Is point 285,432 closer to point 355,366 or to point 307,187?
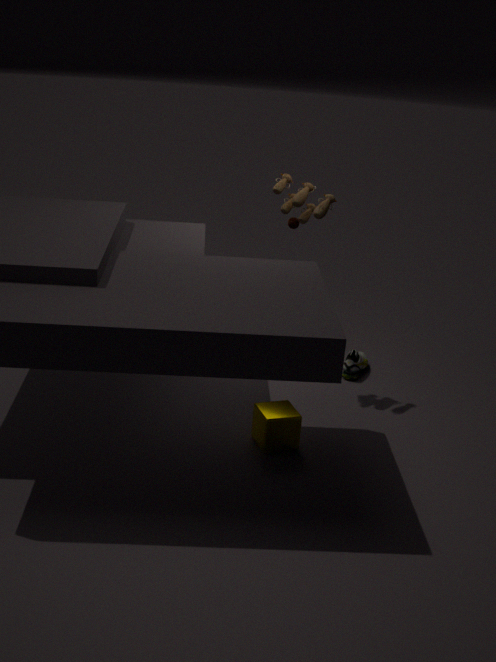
point 355,366
